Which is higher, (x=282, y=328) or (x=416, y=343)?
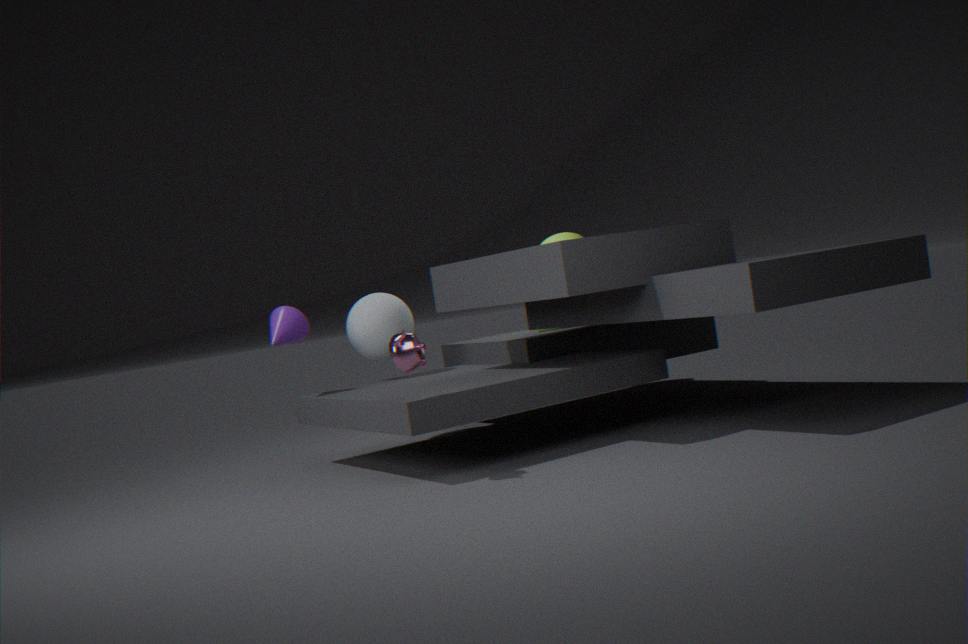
(x=282, y=328)
